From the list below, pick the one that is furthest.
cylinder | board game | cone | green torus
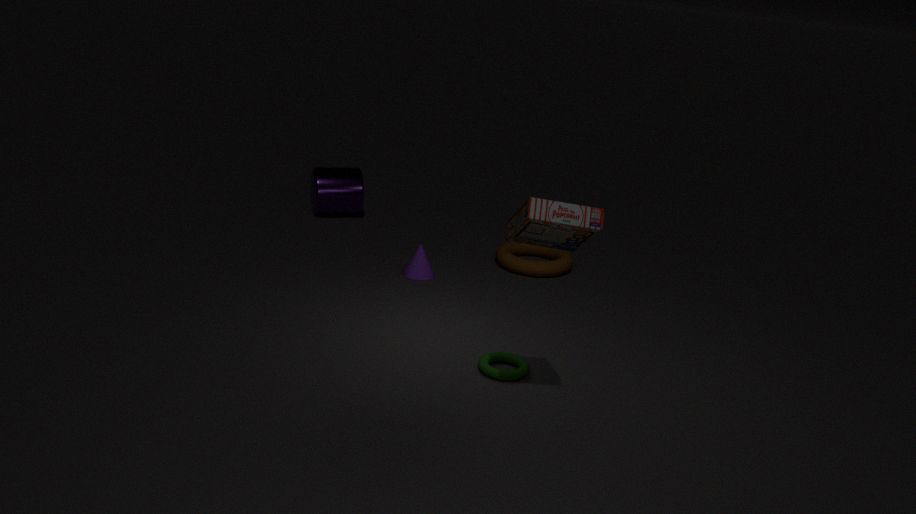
cylinder
